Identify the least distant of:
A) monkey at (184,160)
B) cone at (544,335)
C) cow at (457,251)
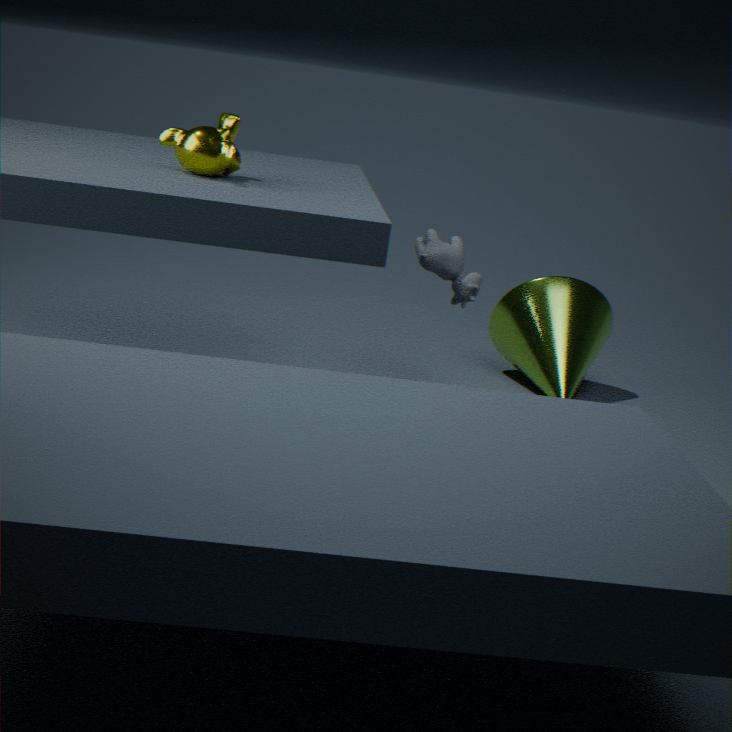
monkey at (184,160)
